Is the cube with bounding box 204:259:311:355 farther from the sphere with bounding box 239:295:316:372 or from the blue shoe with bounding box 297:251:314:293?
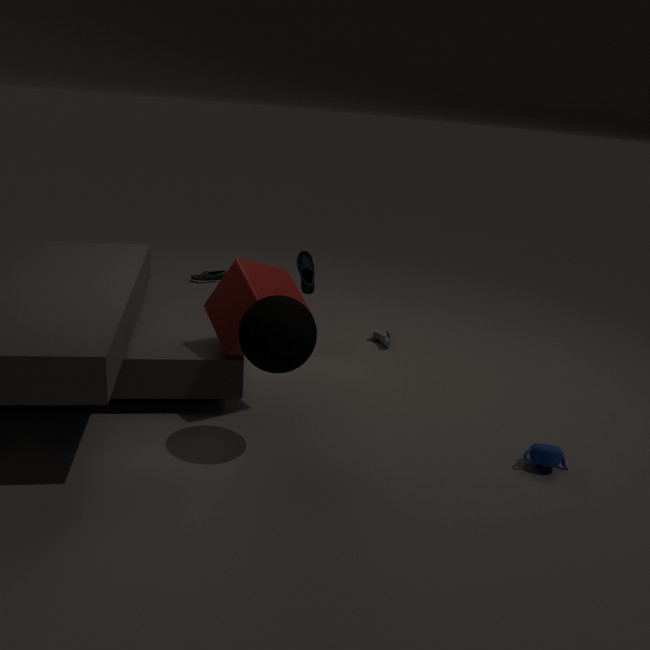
the blue shoe with bounding box 297:251:314:293
